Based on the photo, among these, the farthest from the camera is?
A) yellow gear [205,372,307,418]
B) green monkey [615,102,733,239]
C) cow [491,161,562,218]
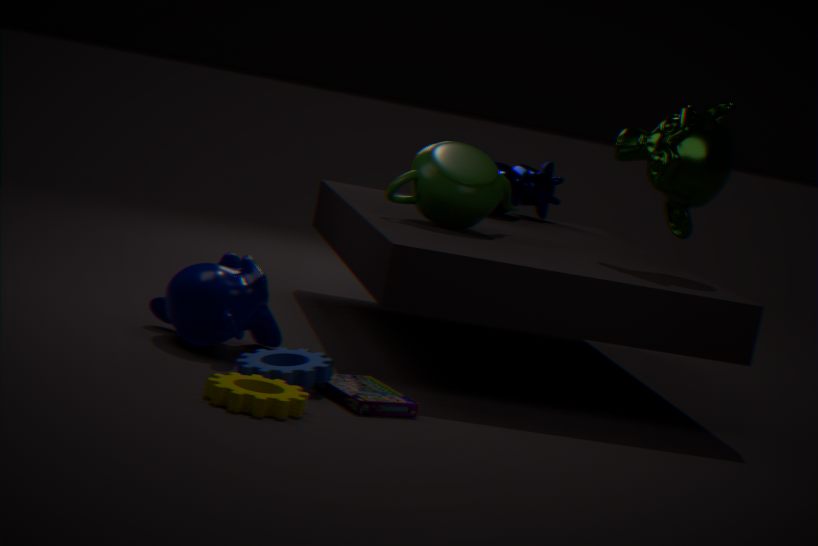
cow [491,161,562,218]
